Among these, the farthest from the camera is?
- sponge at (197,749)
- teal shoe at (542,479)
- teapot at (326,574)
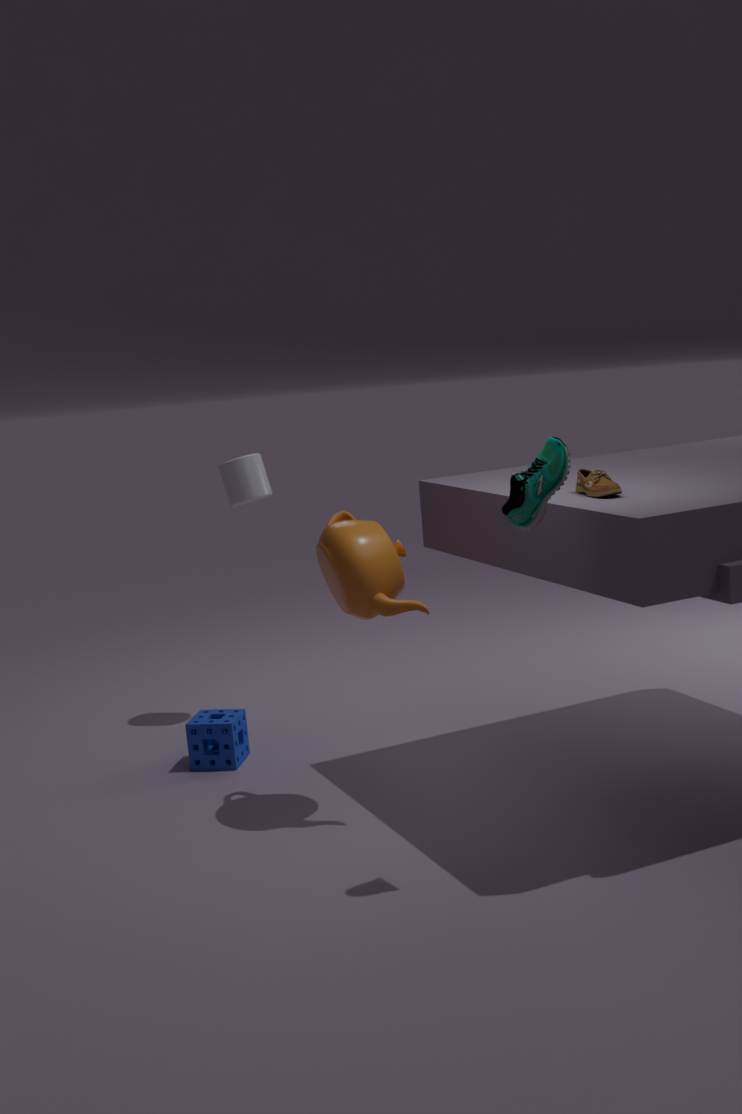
sponge at (197,749)
